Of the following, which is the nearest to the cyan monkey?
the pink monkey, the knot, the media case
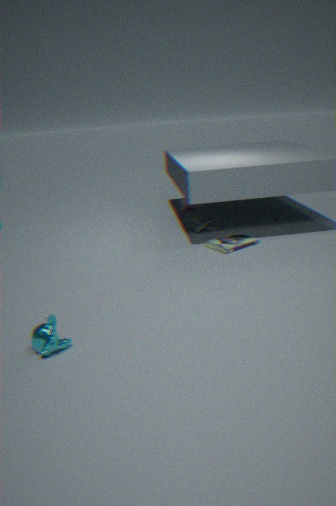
the media case
